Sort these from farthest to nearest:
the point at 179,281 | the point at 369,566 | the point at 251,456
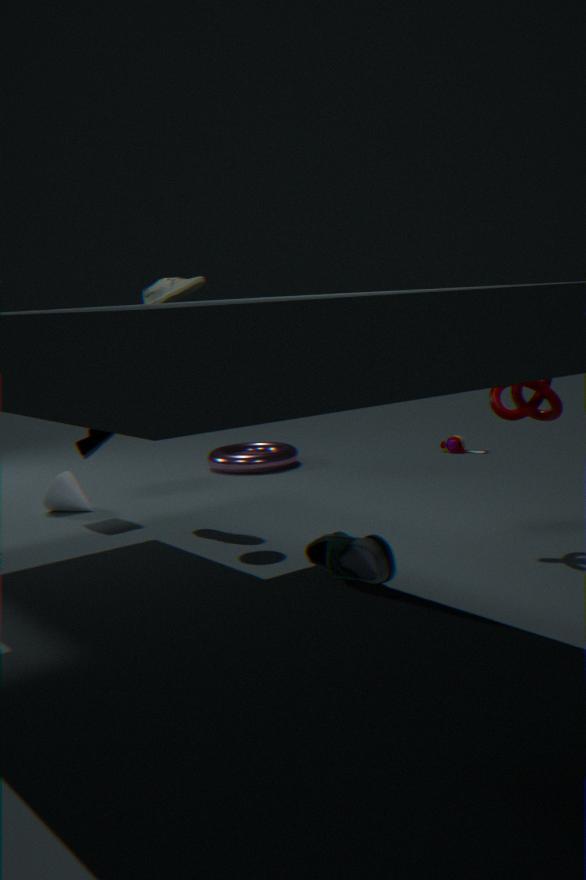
the point at 251,456 < the point at 179,281 < the point at 369,566
